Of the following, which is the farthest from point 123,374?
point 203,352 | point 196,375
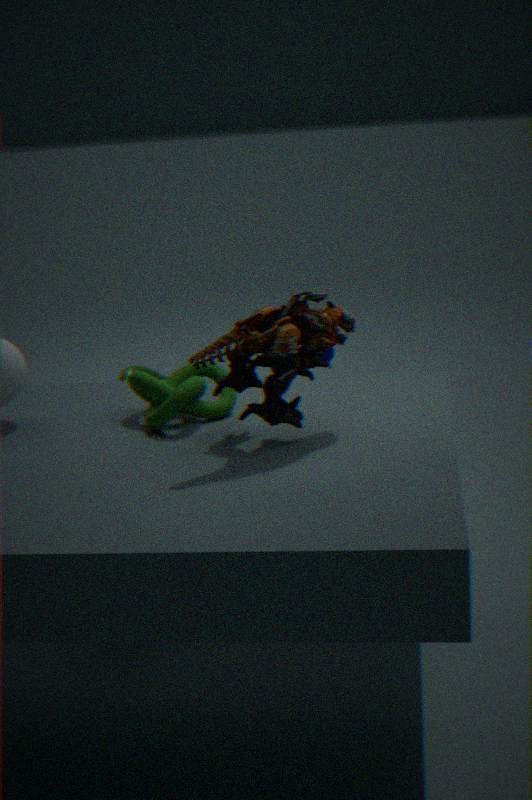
point 203,352
